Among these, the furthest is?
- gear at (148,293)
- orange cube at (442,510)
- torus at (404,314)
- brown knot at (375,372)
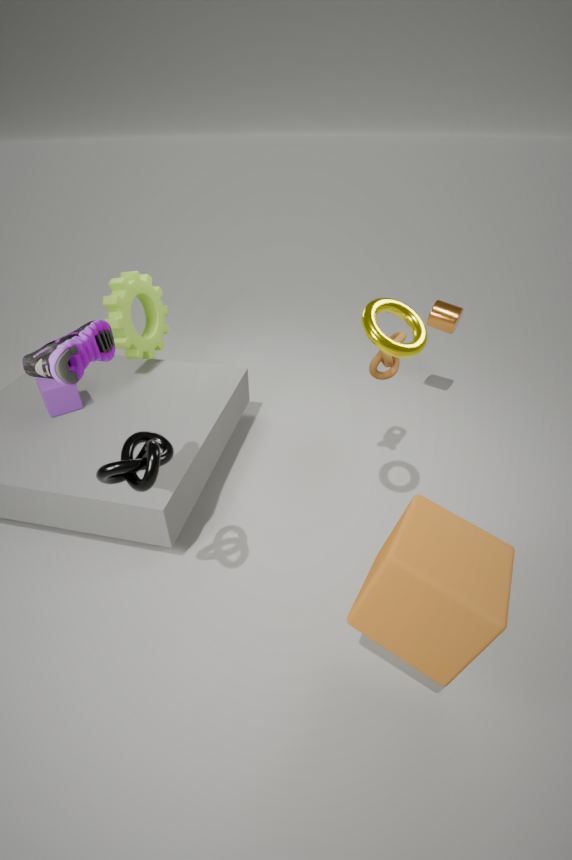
gear at (148,293)
